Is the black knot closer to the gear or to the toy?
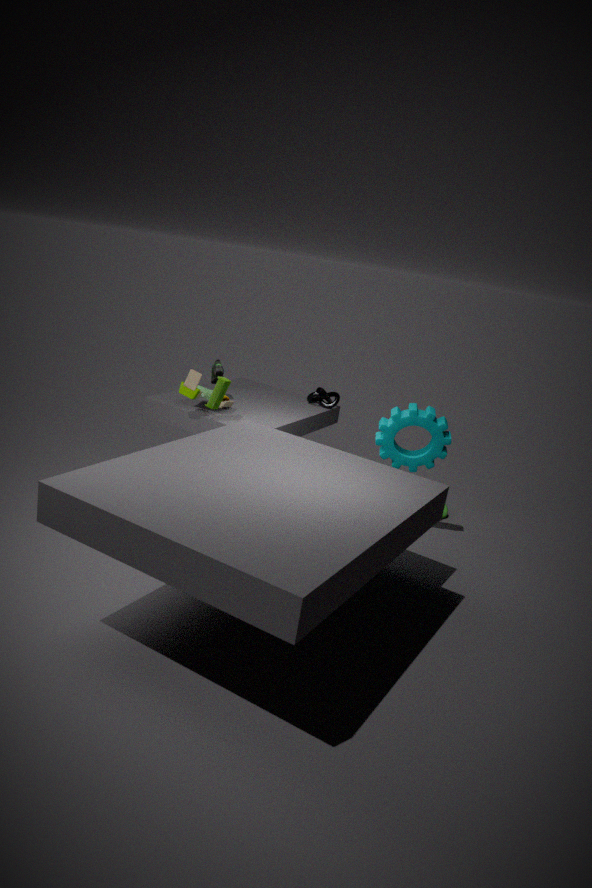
the gear
